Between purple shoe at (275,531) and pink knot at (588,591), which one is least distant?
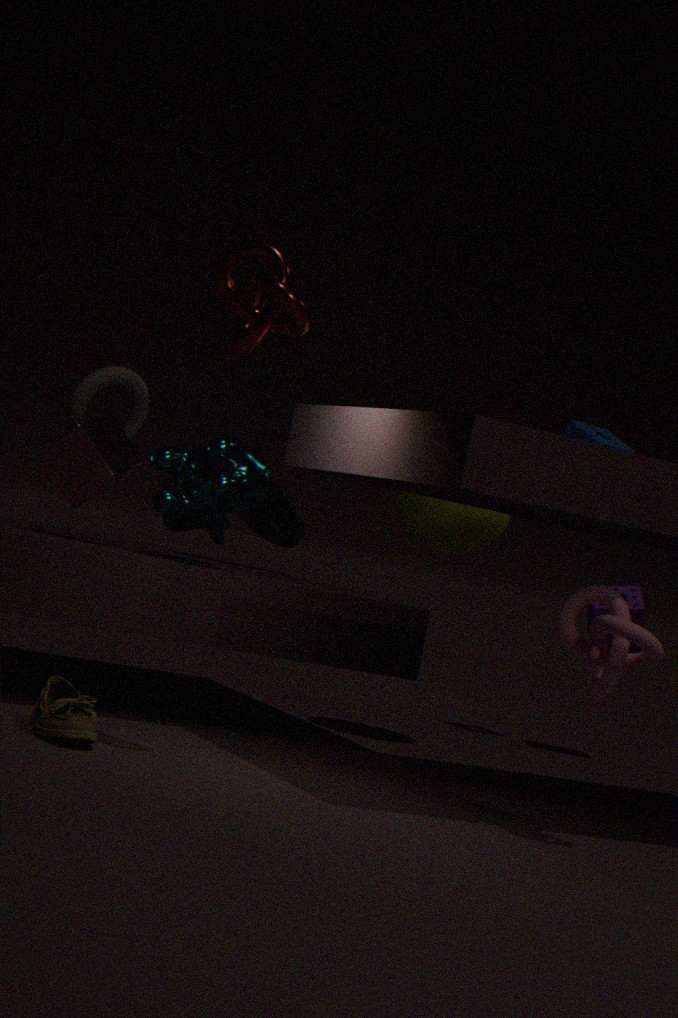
pink knot at (588,591)
